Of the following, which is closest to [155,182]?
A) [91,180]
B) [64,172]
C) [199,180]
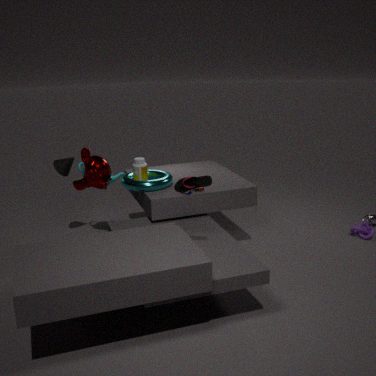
[91,180]
